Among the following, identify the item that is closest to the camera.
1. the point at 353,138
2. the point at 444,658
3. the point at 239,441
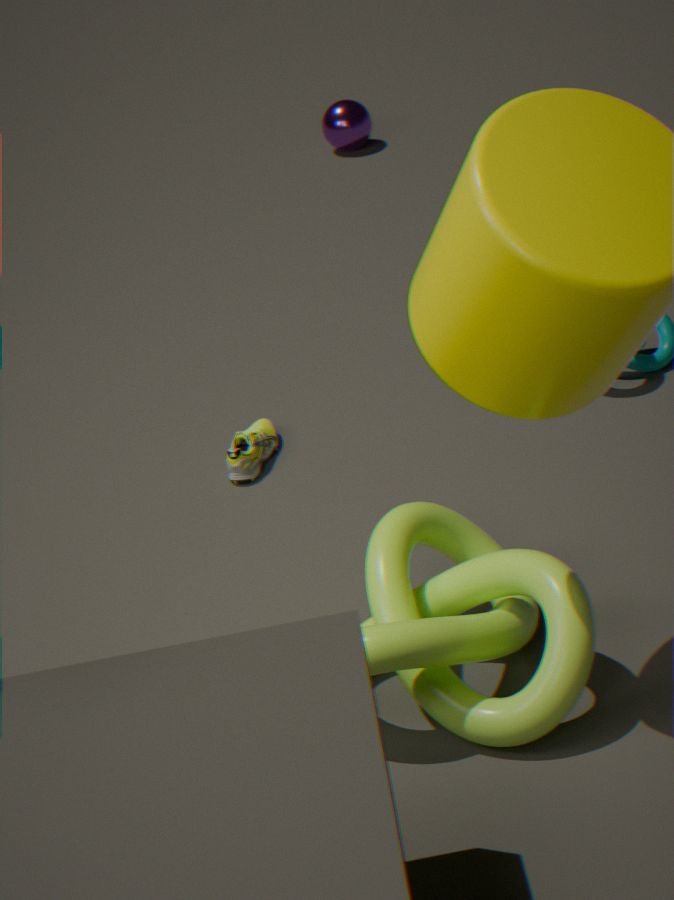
the point at 444,658
